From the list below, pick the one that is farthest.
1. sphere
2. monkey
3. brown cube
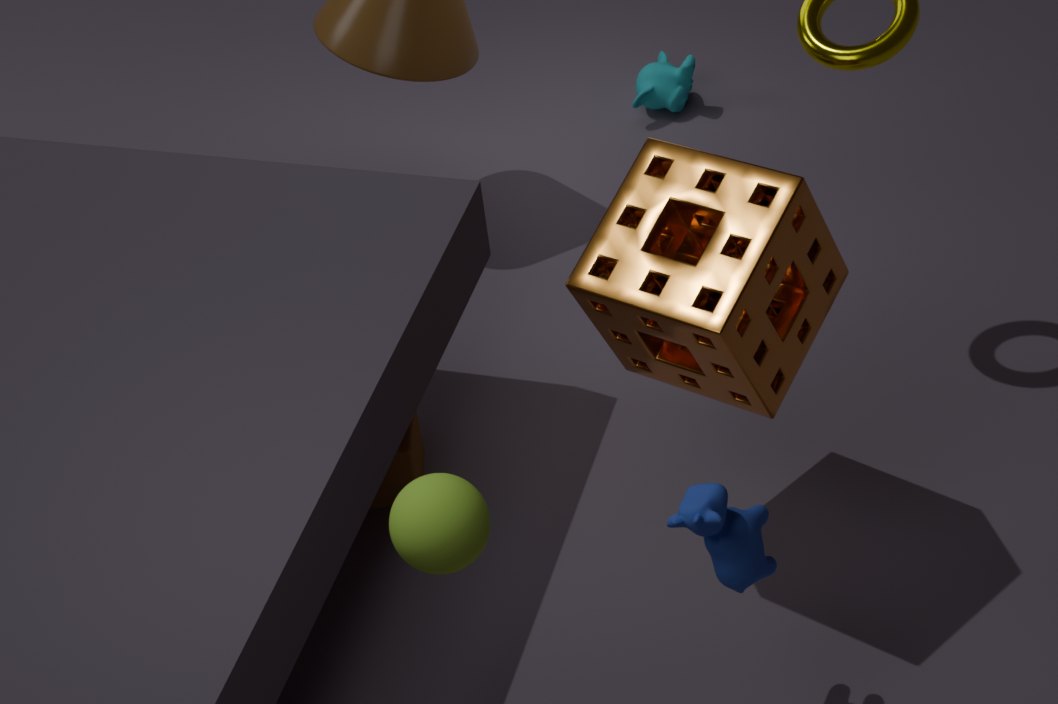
monkey
